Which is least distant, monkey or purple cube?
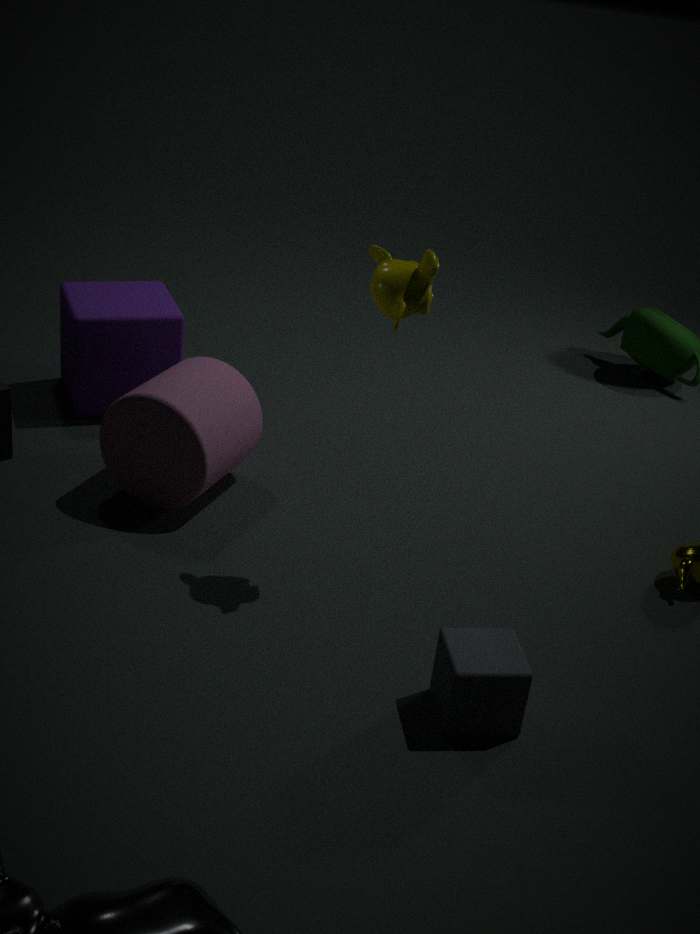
monkey
